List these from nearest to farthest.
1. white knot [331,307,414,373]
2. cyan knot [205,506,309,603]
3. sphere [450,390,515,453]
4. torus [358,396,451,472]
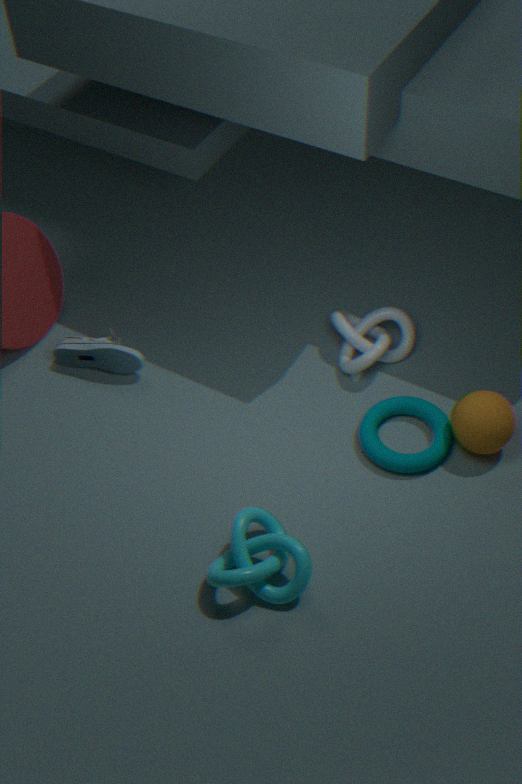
cyan knot [205,506,309,603] < sphere [450,390,515,453] < torus [358,396,451,472] < white knot [331,307,414,373]
